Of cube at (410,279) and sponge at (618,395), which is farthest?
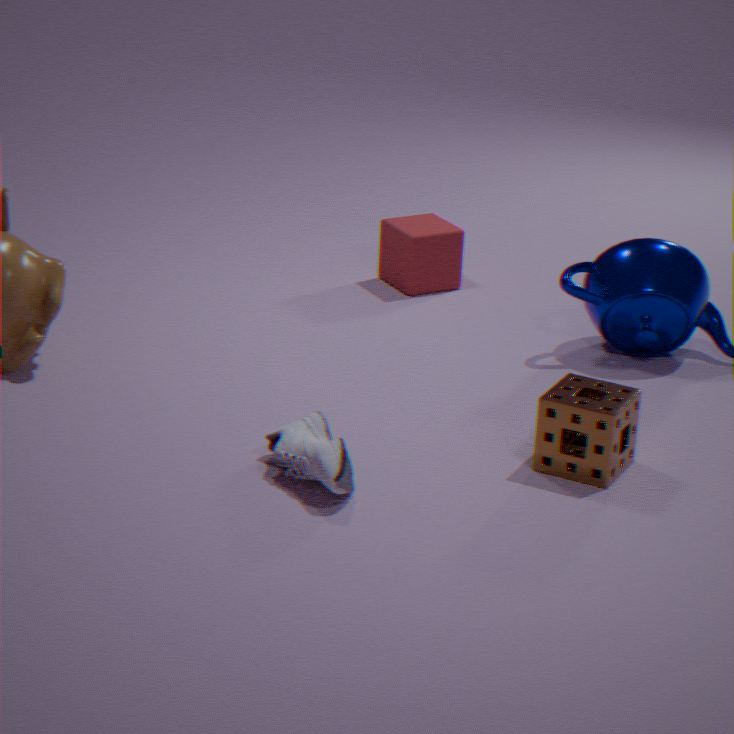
cube at (410,279)
